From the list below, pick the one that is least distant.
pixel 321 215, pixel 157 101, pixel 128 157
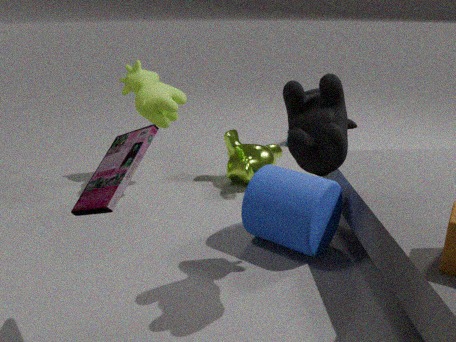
pixel 128 157
